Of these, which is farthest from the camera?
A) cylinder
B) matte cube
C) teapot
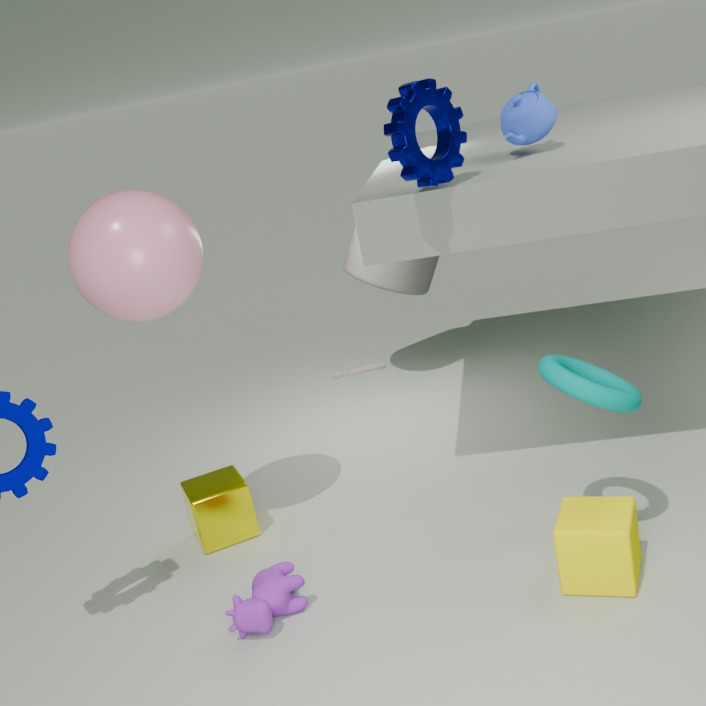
cylinder
